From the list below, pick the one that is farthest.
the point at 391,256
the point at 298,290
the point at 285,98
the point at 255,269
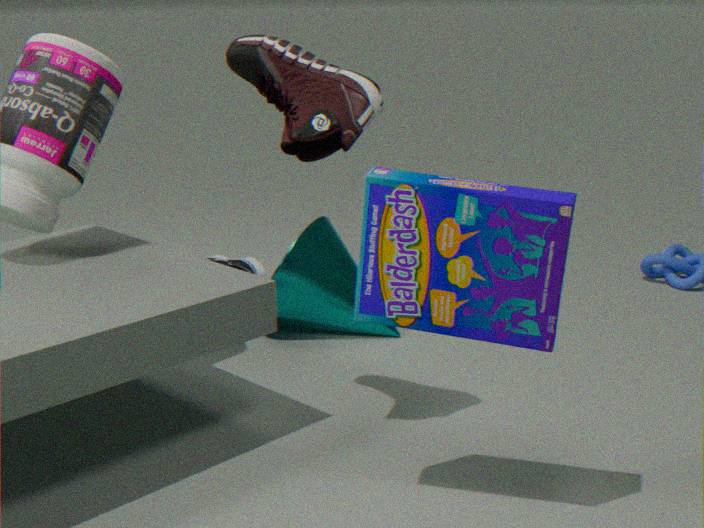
the point at 255,269
